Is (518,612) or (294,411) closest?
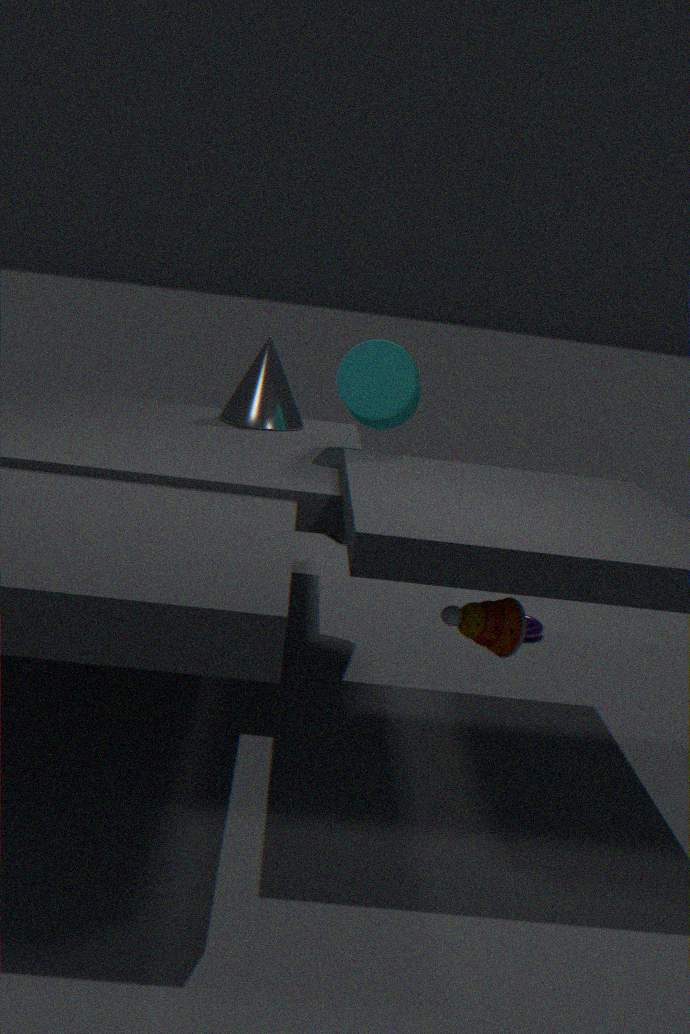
(518,612)
